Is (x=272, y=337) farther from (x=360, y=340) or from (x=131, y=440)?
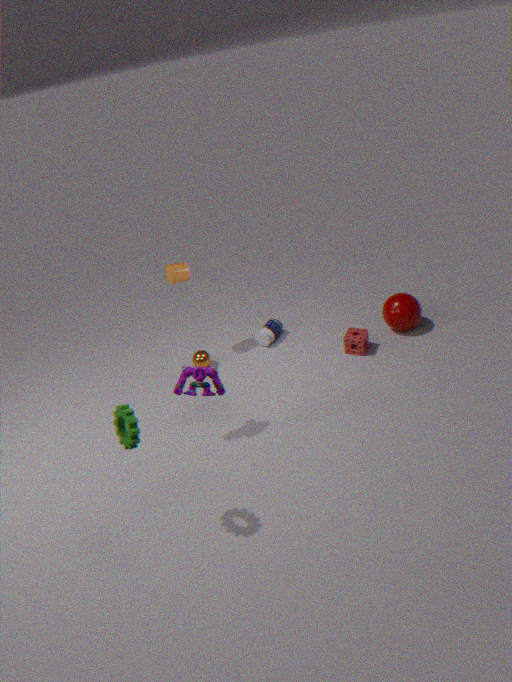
(x=131, y=440)
